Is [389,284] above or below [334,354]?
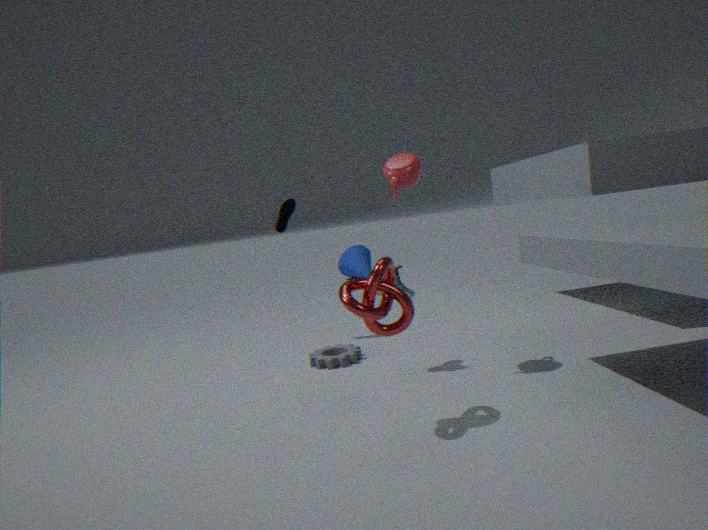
above
